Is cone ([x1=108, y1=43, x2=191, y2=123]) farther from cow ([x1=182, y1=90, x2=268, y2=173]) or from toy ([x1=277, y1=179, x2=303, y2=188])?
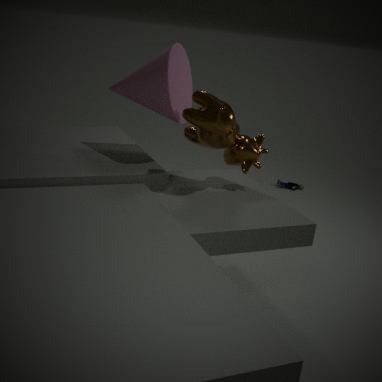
toy ([x1=277, y1=179, x2=303, y2=188])
